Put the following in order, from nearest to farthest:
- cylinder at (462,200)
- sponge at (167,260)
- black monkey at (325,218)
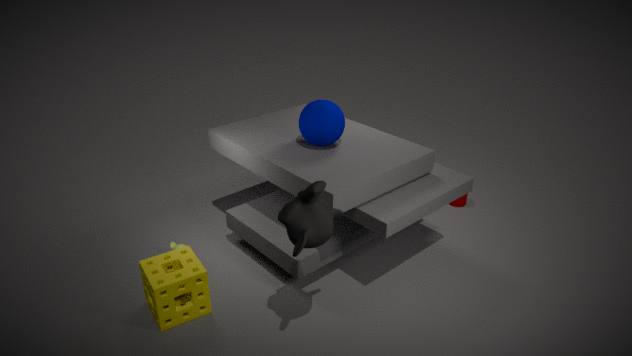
black monkey at (325,218) → sponge at (167,260) → cylinder at (462,200)
